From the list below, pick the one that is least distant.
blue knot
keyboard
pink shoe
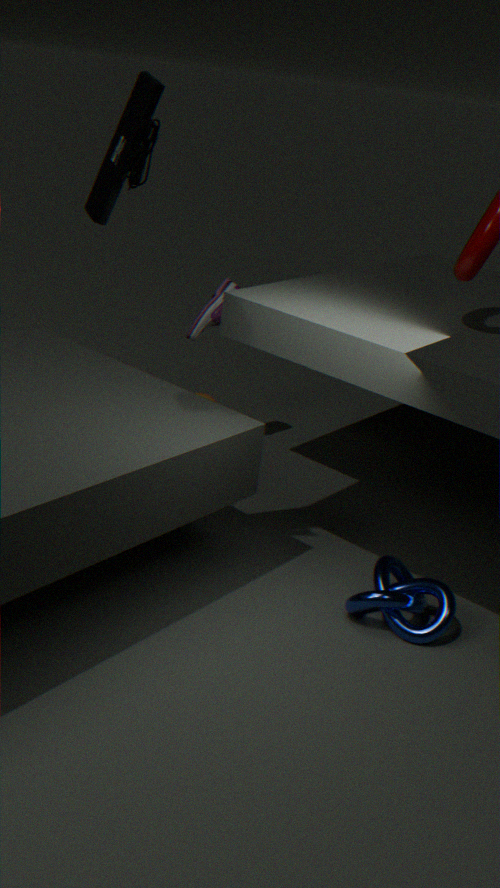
keyboard
